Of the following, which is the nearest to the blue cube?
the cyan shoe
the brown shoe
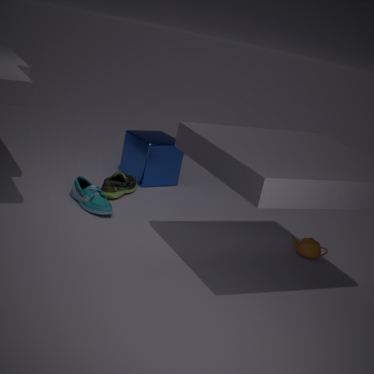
the brown shoe
